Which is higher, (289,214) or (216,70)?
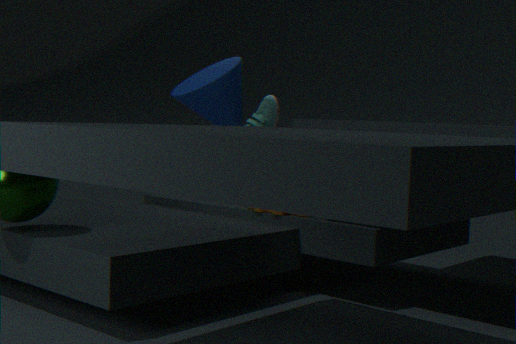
(216,70)
